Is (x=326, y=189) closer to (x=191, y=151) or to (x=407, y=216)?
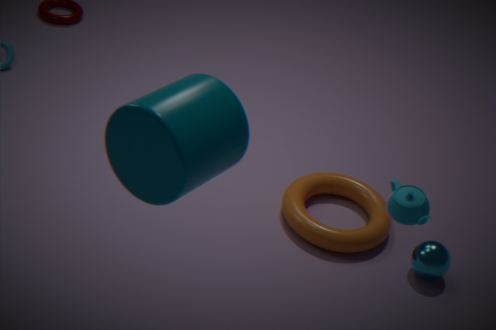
(x=407, y=216)
